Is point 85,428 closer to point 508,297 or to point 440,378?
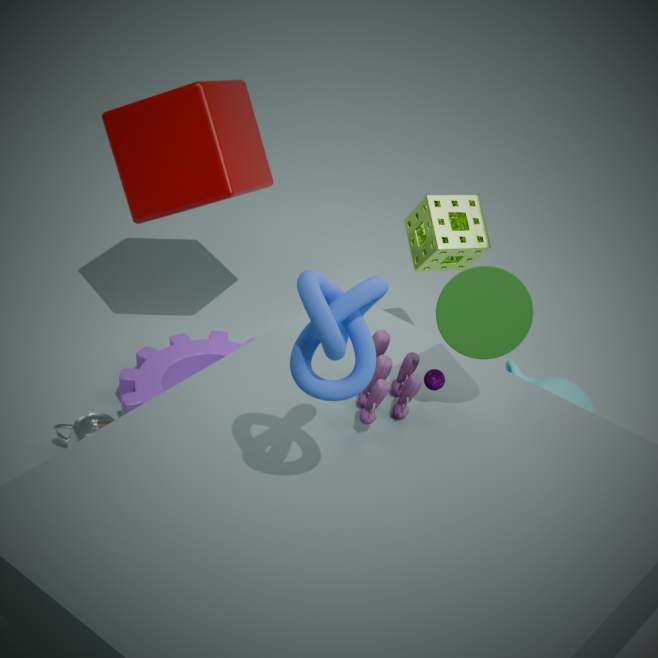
point 440,378
